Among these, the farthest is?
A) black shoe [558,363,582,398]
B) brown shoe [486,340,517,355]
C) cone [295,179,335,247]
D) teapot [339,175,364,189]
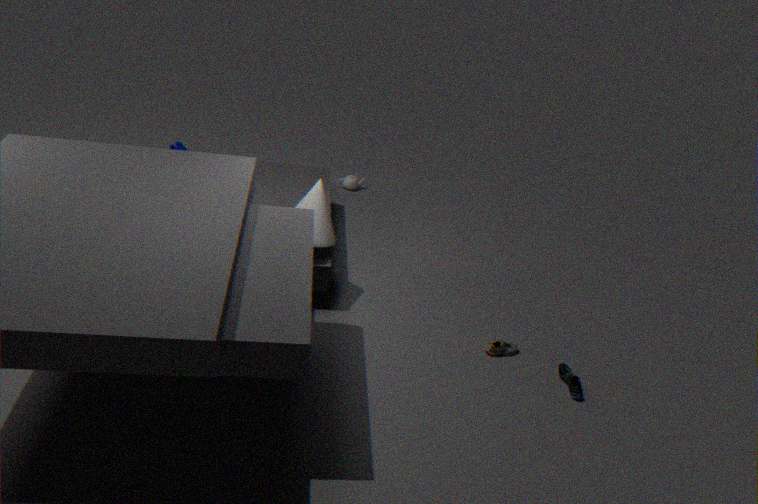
teapot [339,175,364,189]
